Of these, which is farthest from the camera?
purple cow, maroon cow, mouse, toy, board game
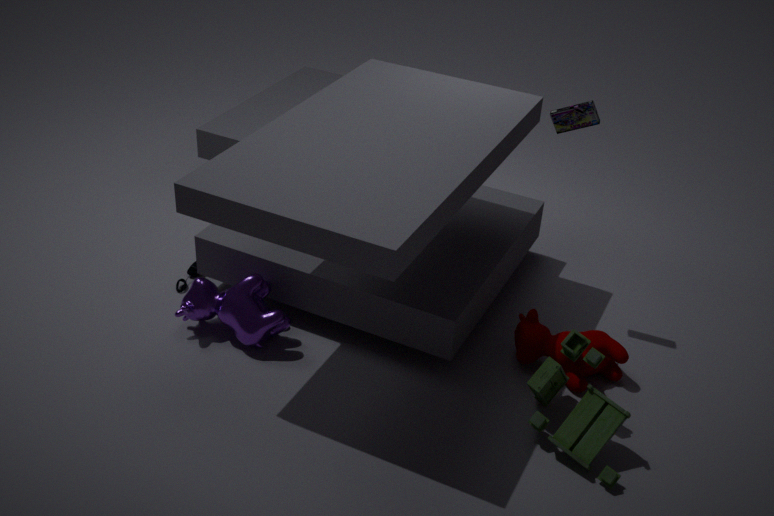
mouse
